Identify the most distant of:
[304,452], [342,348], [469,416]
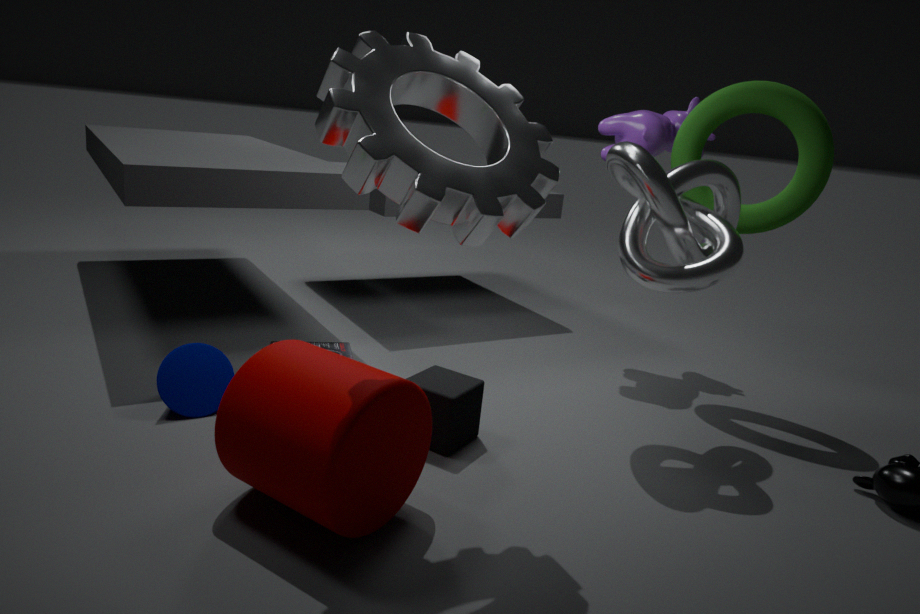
[342,348]
